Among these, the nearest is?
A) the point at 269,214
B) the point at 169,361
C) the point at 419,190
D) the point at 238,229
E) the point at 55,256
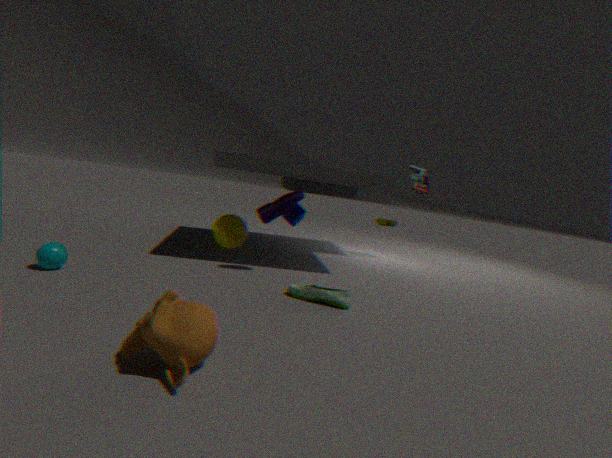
the point at 169,361
